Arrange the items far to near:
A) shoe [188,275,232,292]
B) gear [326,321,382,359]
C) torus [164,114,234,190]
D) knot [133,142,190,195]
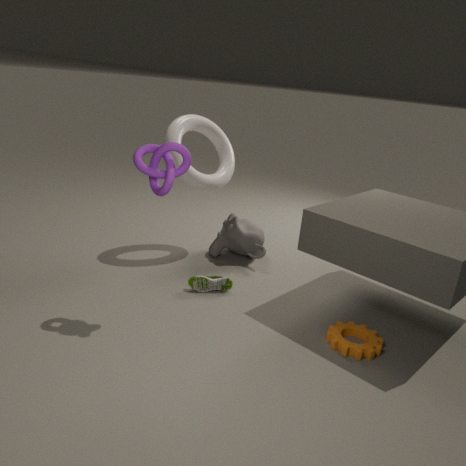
torus [164,114,234,190]
shoe [188,275,232,292]
gear [326,321,382,359]
knot [133,142,190,195]
